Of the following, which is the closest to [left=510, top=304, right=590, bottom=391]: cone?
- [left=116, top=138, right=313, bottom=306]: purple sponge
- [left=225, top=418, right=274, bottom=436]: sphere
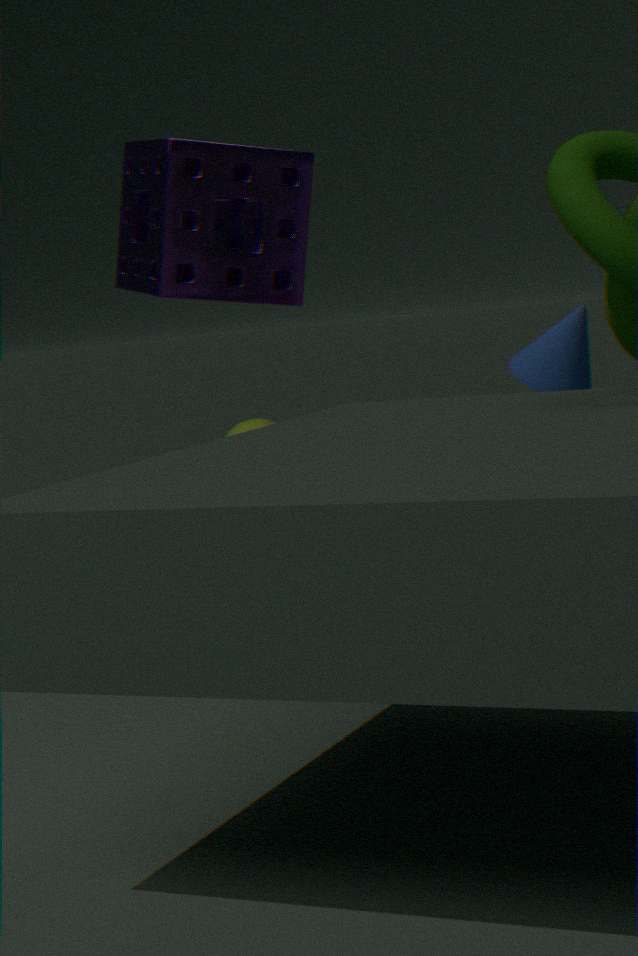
[left=116, top=138, right=313, bottom=306]: purple sponge
